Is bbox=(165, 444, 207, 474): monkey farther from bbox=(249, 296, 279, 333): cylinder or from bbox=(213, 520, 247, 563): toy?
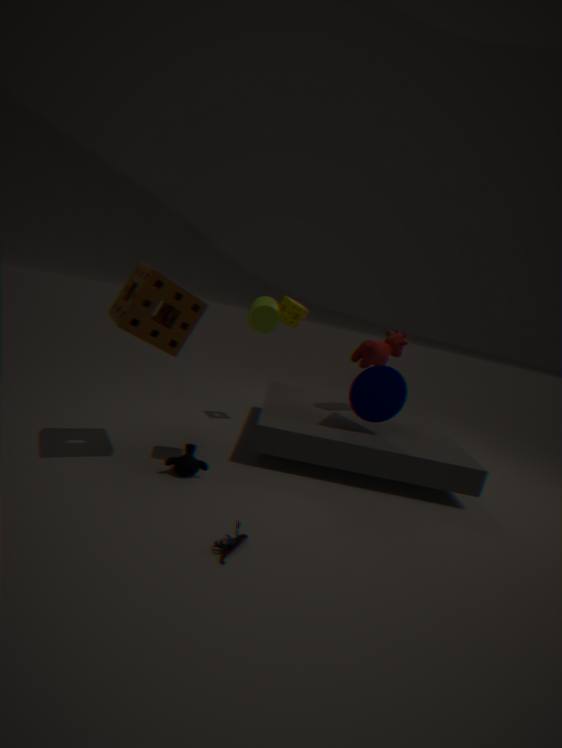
bbox=(249, 296, 279, 333): cylinder
